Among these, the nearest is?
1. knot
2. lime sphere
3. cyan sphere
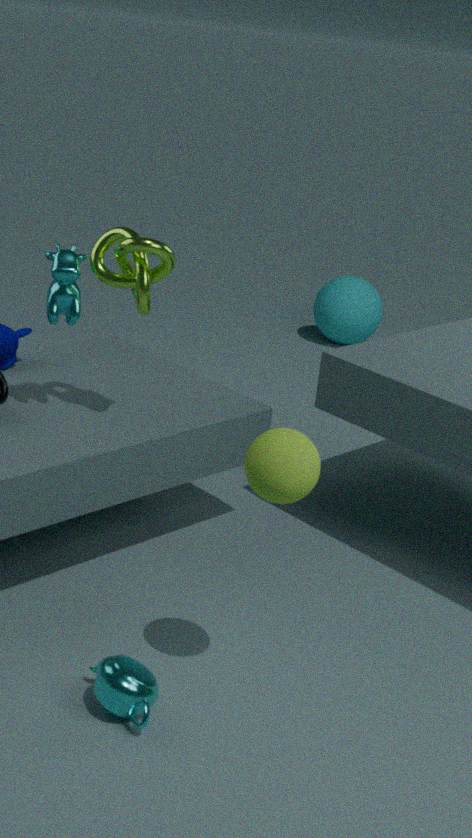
lime sphere
